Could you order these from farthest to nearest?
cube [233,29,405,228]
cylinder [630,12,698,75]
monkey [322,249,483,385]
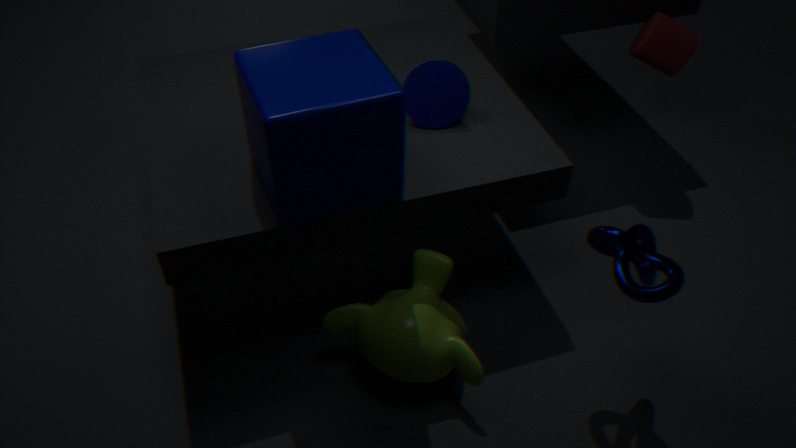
cylinder [630,12,698,75] → monkey [322,249,483,385] → cube [233,29,405,228]
